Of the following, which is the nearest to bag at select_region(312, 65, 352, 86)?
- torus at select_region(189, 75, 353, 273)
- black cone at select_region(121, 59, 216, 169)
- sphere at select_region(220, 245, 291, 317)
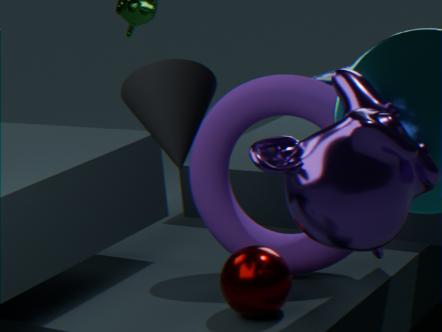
torus at select_region(189, 75, 353, 273)
